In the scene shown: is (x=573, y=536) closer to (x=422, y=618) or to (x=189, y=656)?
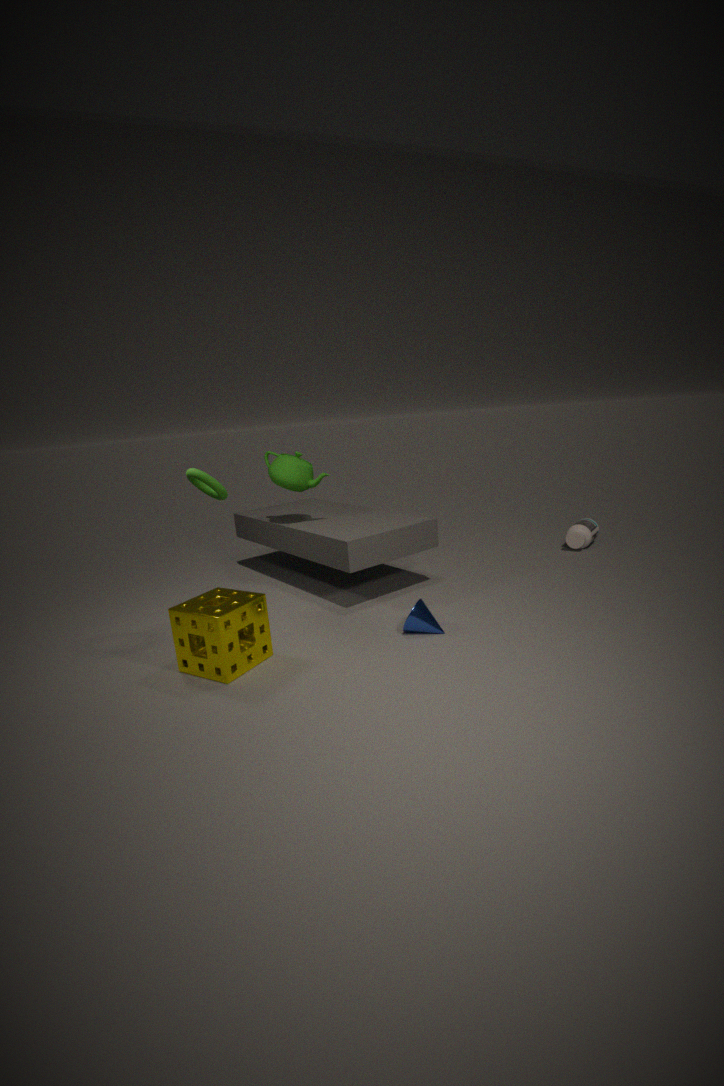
(x=422, y=618)
